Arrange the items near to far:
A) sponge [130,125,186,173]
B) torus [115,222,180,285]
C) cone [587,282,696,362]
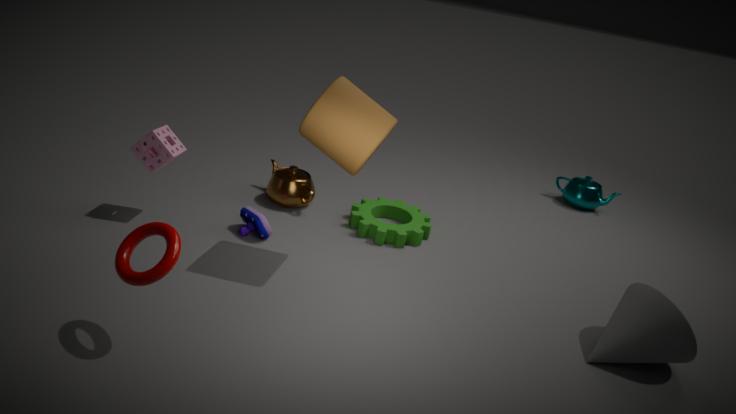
B. torus [115,222,180,285], C. cone [587,282,696,362], A. sponge [130,125,186,173]
